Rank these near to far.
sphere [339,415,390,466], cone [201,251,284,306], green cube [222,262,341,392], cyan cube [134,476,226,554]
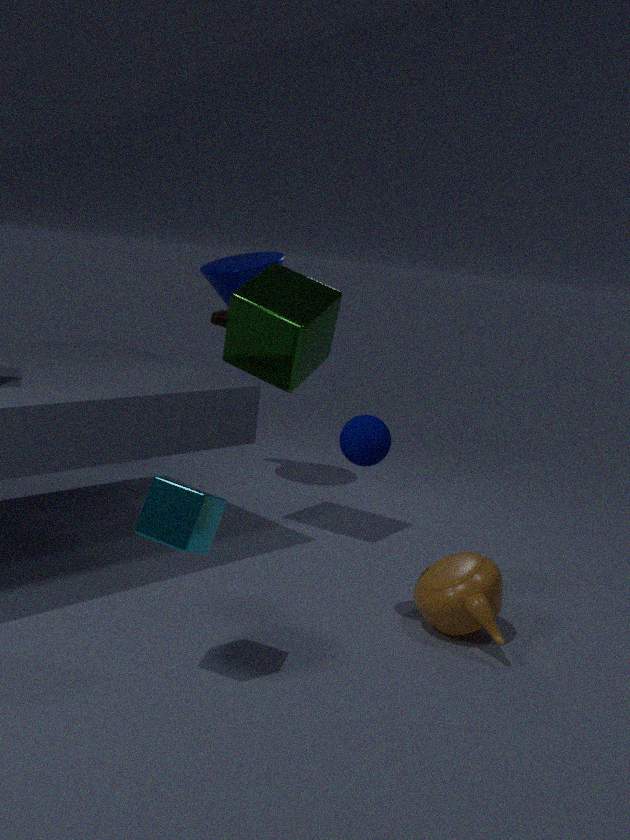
cyan cube [134,476,226,554], sphere [339,415,390,466], green cube [222,262,341,392], cone [201,251,284,306]
